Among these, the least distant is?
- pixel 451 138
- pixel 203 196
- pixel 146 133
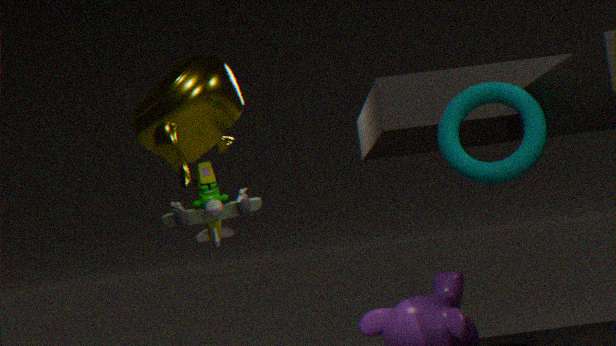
pixel 451 138
